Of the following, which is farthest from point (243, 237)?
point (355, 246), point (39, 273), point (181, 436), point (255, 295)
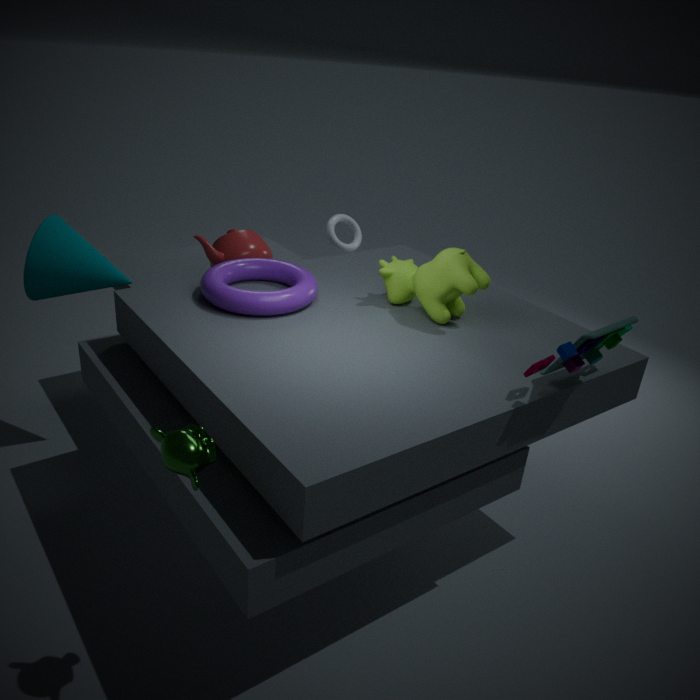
point (181, 436)
